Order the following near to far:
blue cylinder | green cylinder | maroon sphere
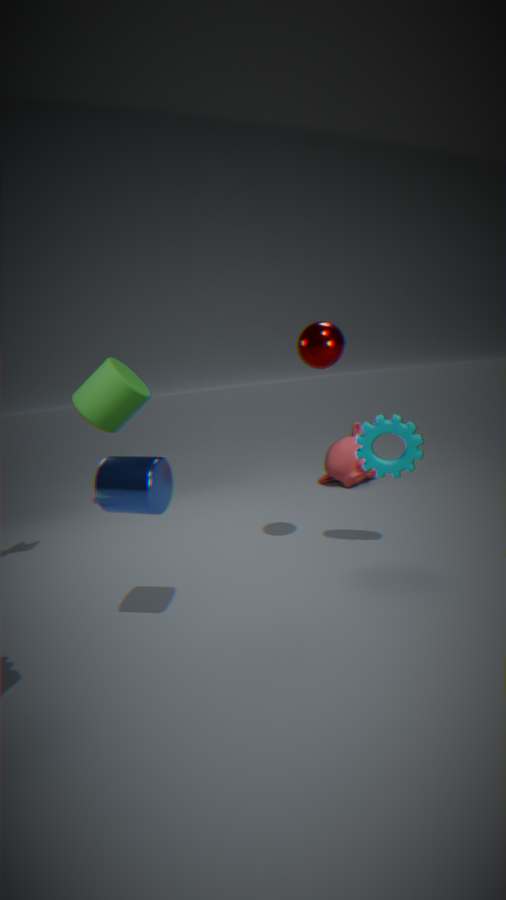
blue cylinder < maroon sphere < green cylinder
